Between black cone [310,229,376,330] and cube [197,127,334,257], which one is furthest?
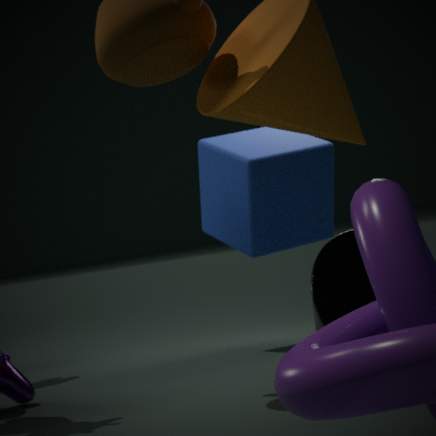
cube [197,127,334,257]
